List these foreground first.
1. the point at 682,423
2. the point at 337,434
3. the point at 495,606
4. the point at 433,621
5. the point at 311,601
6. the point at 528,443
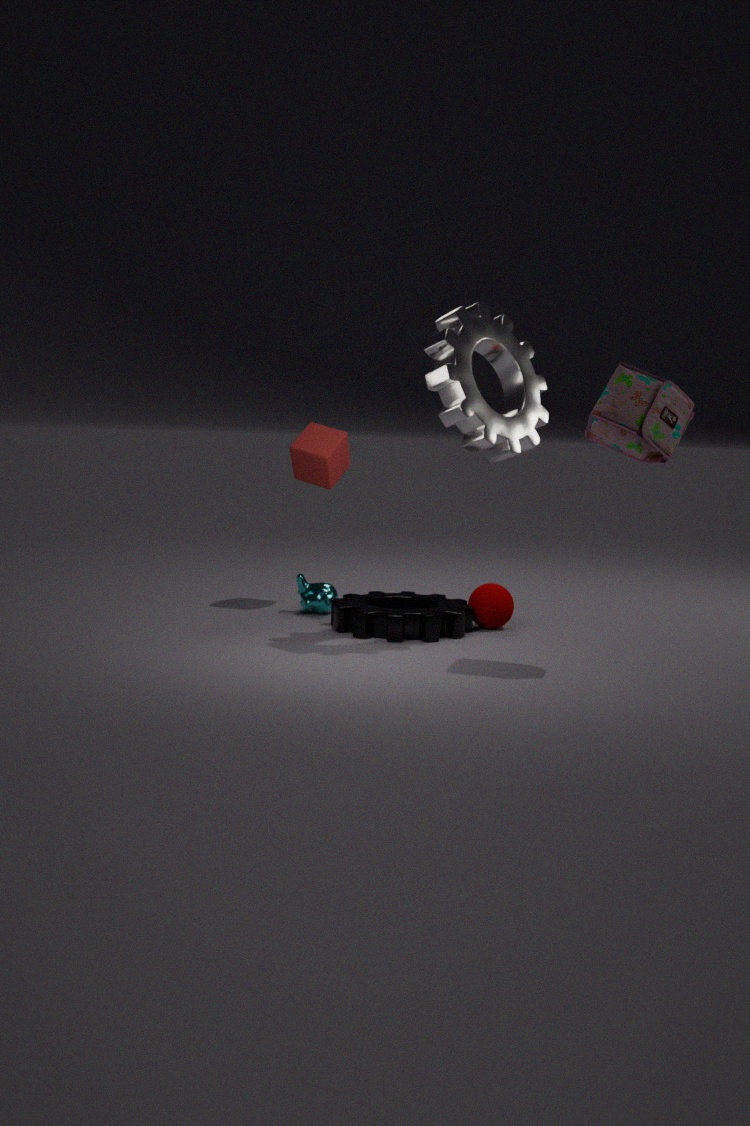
the point at 682,423
the point at 528,443
the point at 433,621
the point at 495,606
the point at 311,601
the point at 337,434
